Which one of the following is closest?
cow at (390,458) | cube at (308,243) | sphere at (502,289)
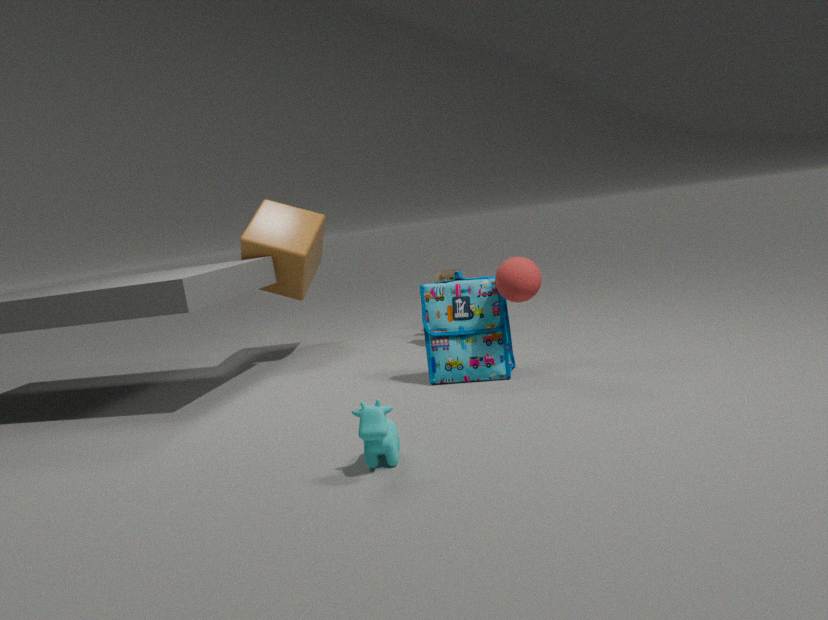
cow at (390,458)
